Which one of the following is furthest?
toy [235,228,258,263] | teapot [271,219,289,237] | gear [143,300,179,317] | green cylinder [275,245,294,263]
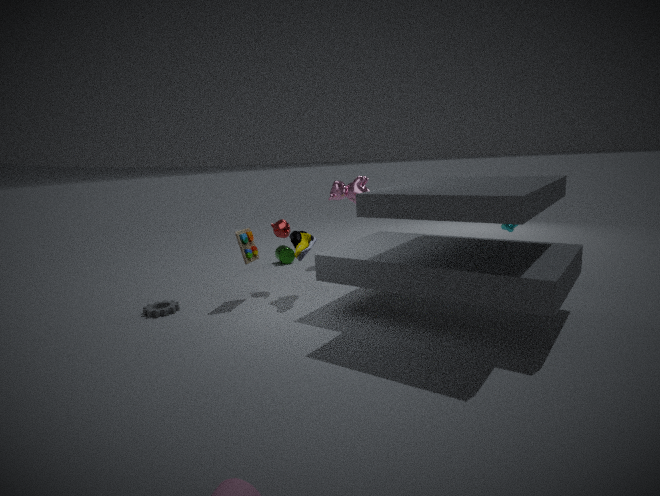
green cylinder [275,245,294,263]
